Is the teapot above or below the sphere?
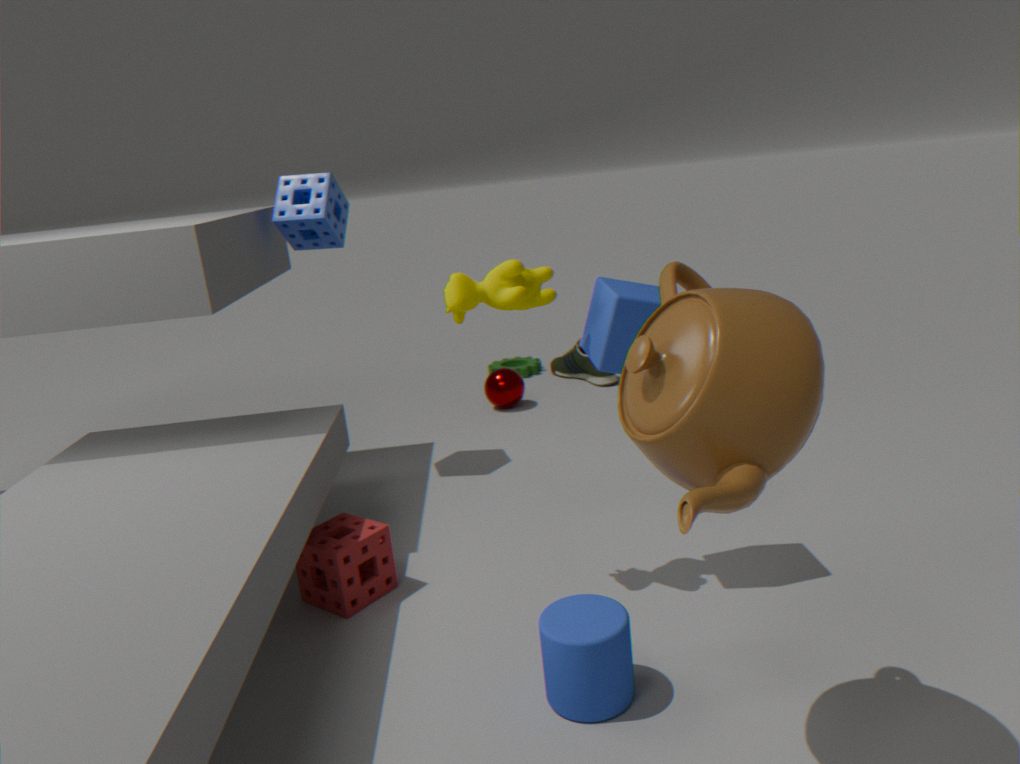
above
